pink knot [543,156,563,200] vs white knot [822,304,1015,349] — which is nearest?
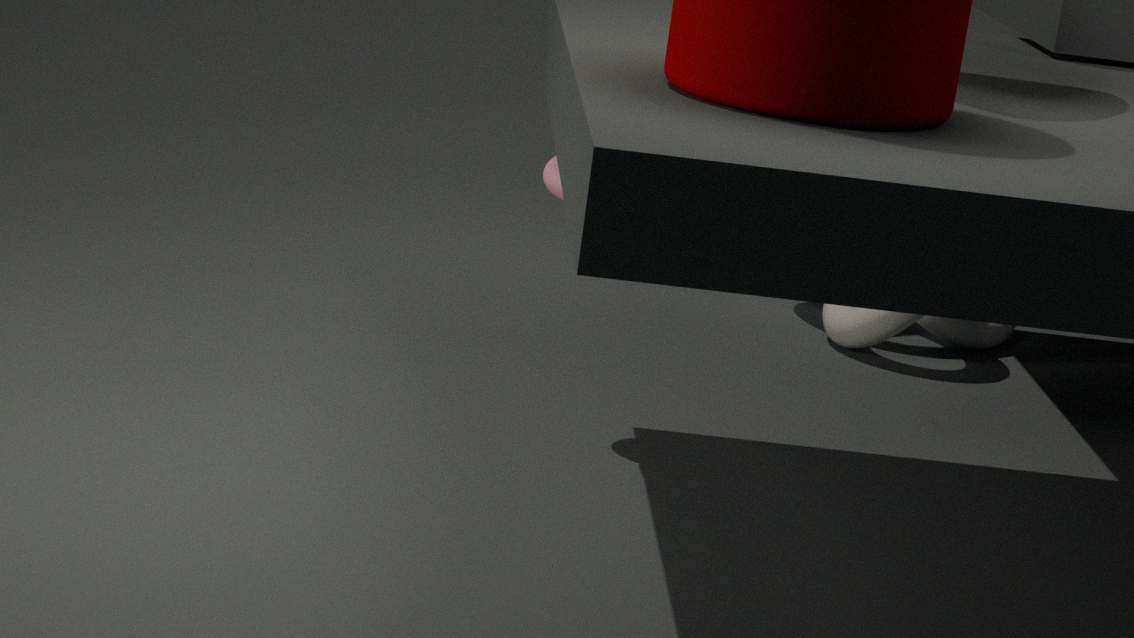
pink knot [543,156,563,200]
